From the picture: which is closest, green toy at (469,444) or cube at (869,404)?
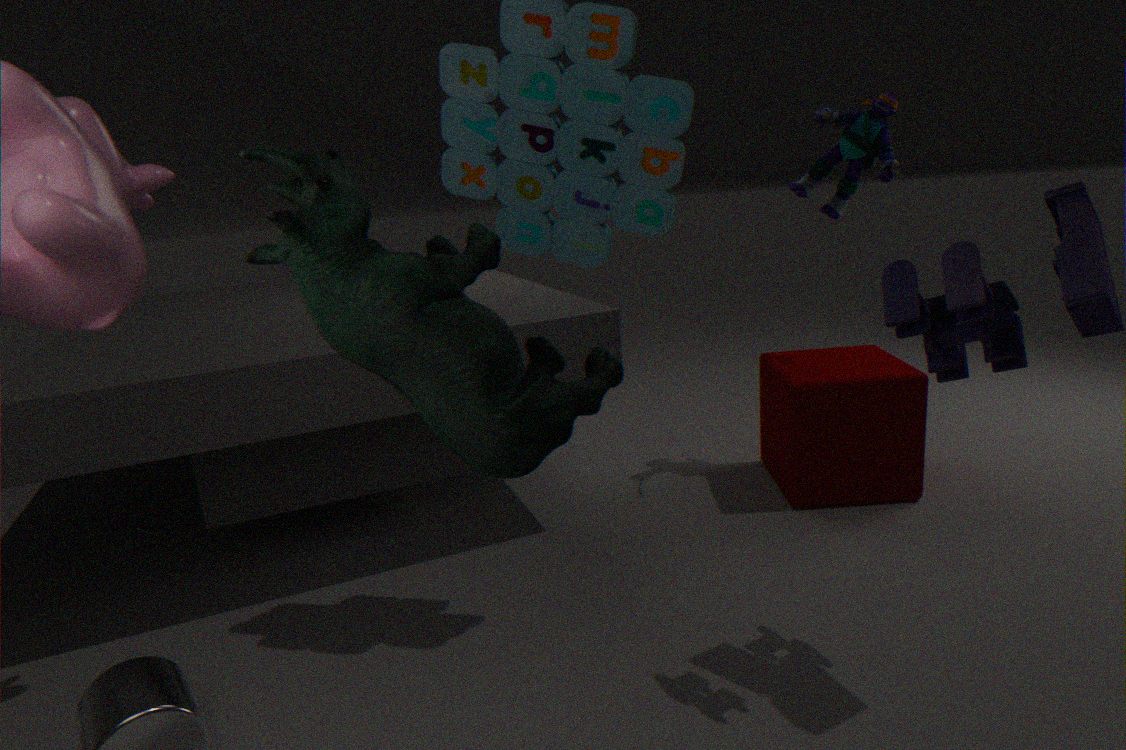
green toy at (469,444)
